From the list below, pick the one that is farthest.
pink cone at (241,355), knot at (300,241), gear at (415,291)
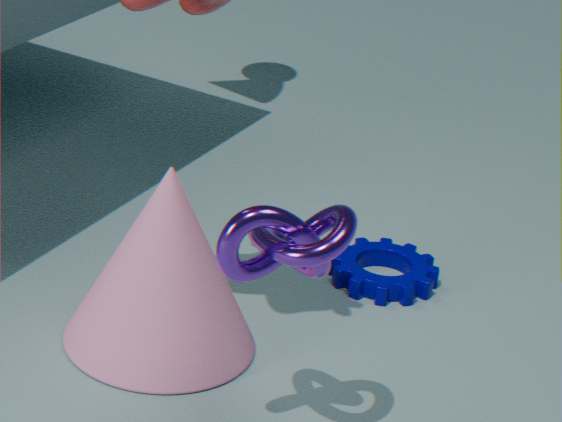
gear at (415,291)
